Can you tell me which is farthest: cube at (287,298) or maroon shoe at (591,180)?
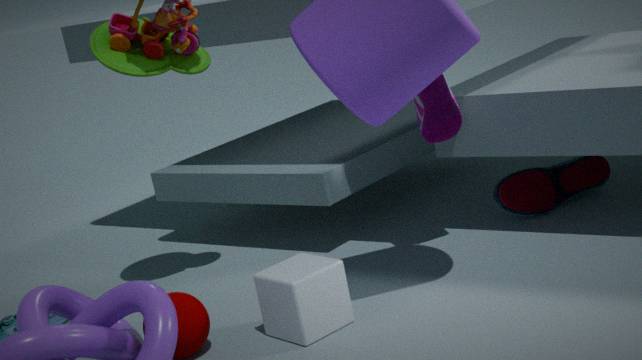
maroon shoe at (591,180)
